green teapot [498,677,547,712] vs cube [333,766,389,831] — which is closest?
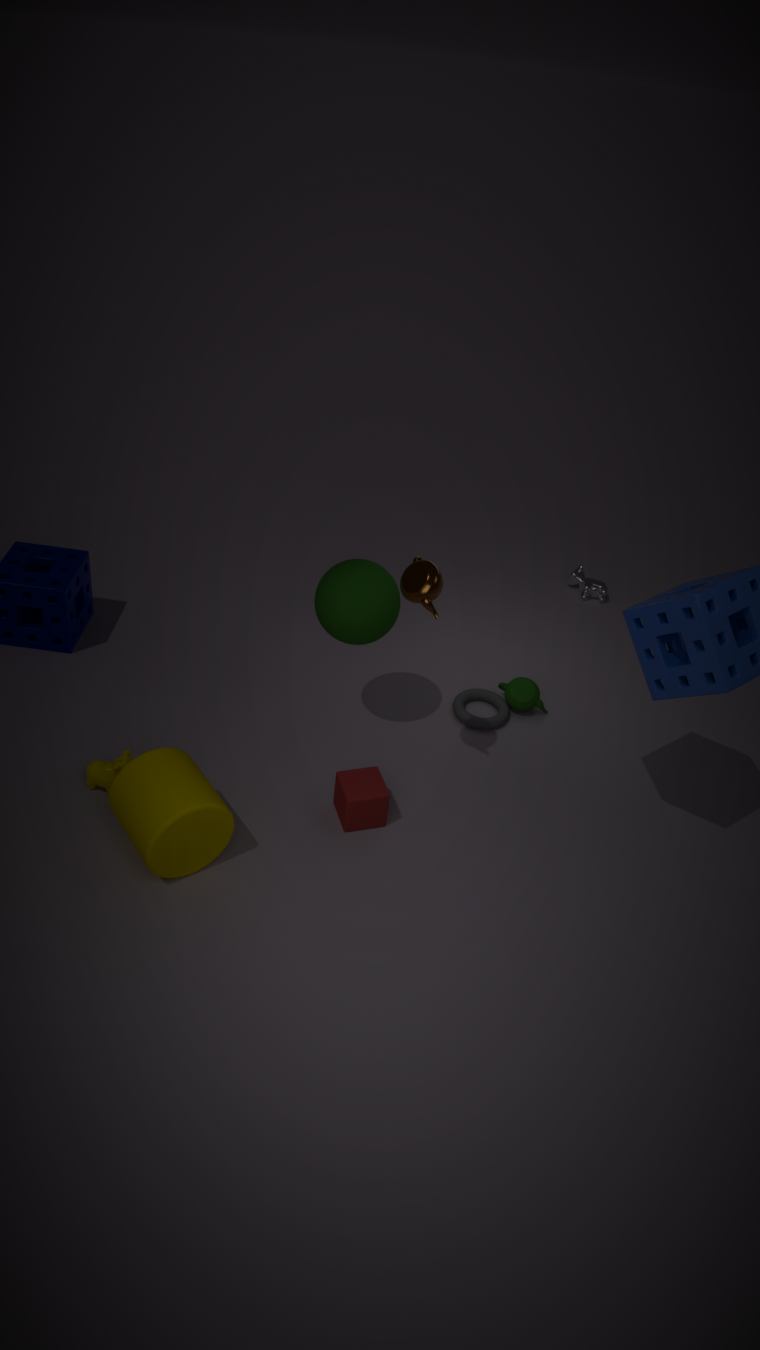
cube [333,766,389,831]
